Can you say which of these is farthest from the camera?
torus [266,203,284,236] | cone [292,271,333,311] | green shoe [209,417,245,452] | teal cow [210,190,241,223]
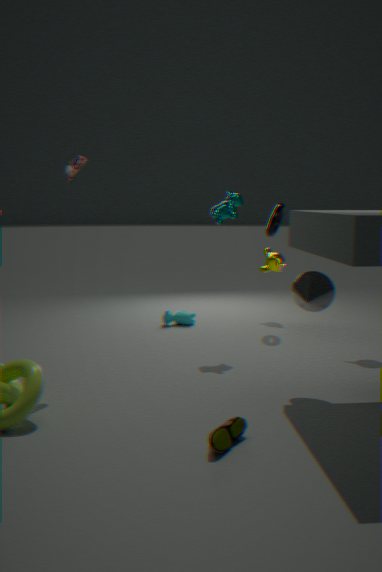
torus [266,203,284,236]
